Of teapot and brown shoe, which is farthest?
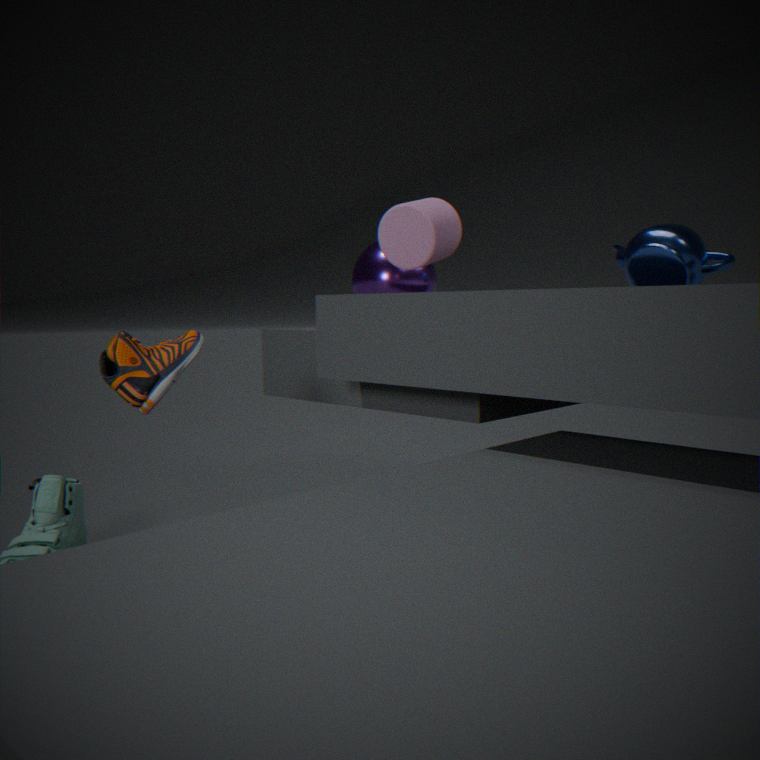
teapot
